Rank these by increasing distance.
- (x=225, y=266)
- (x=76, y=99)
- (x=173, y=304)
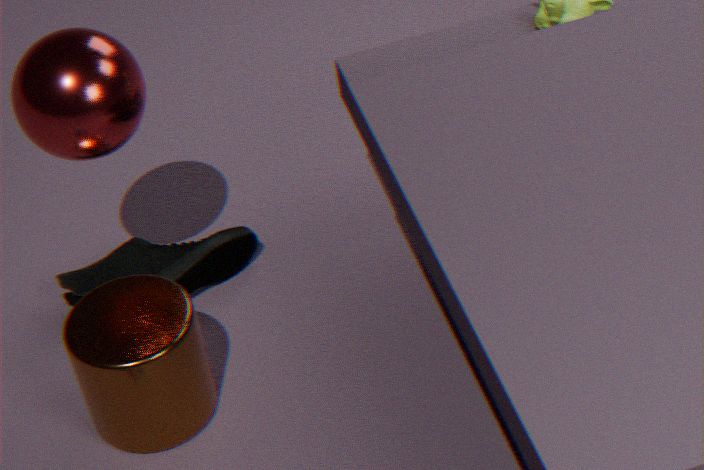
(x=76, y=99) → (x=173, y=304) → (x=225, y=266)
